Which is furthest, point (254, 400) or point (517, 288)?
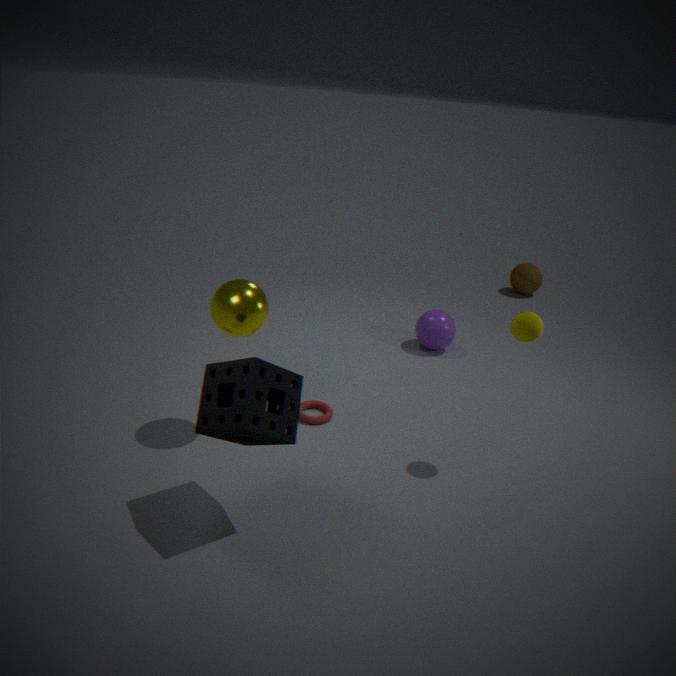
point (517, 288)
